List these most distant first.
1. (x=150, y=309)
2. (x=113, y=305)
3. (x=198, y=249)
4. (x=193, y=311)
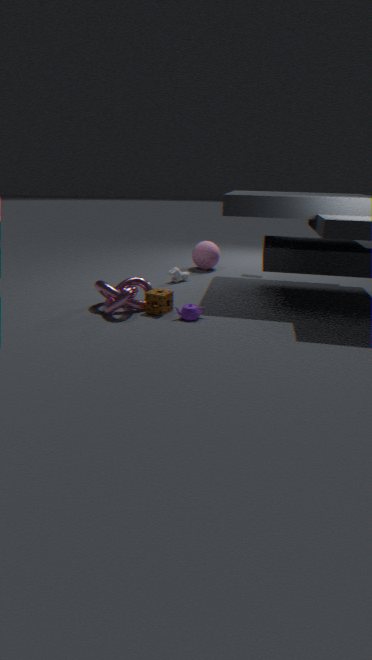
(x=198, y=249) → (x=150, y=309) → (x=193, y=311) → (x=113, y=305)
